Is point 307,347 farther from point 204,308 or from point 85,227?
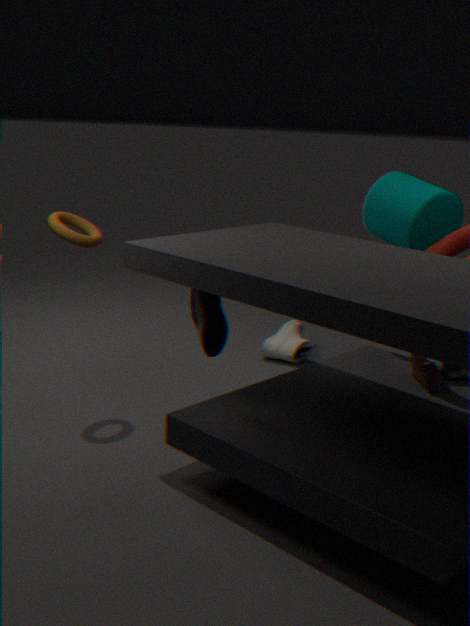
point 85,227
